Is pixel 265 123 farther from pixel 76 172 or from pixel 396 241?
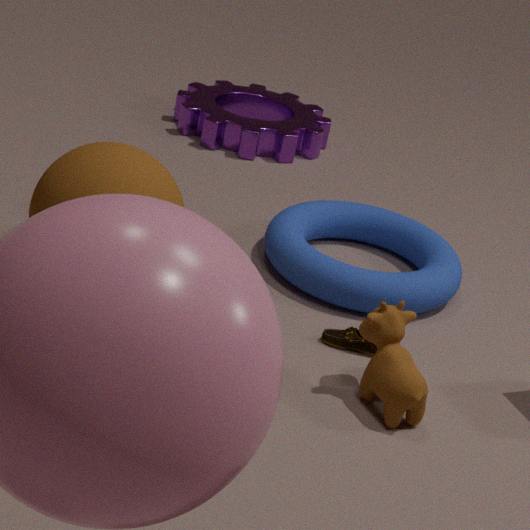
pixel 76 172
